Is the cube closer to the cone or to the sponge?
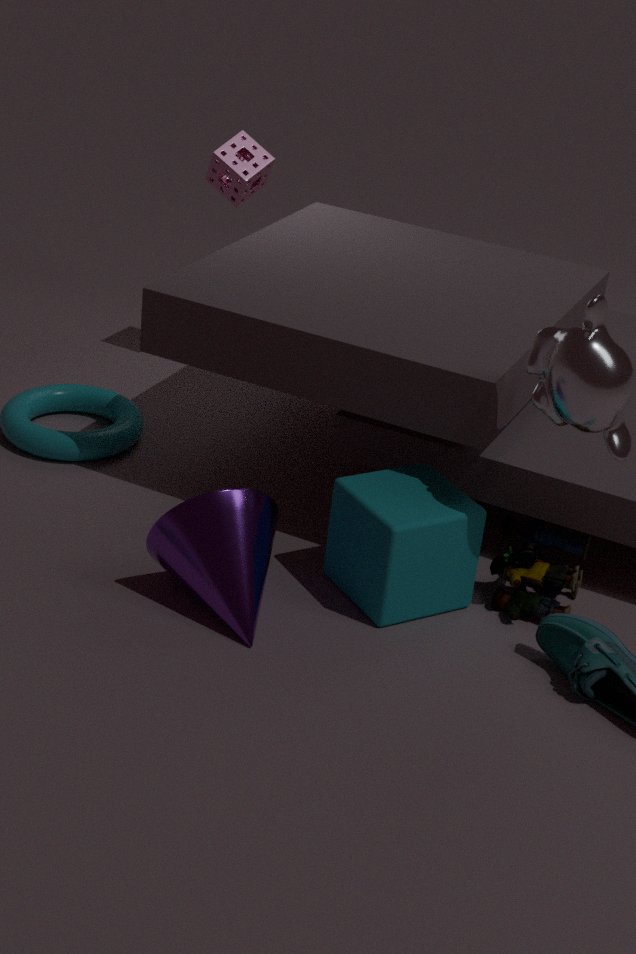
the cone
